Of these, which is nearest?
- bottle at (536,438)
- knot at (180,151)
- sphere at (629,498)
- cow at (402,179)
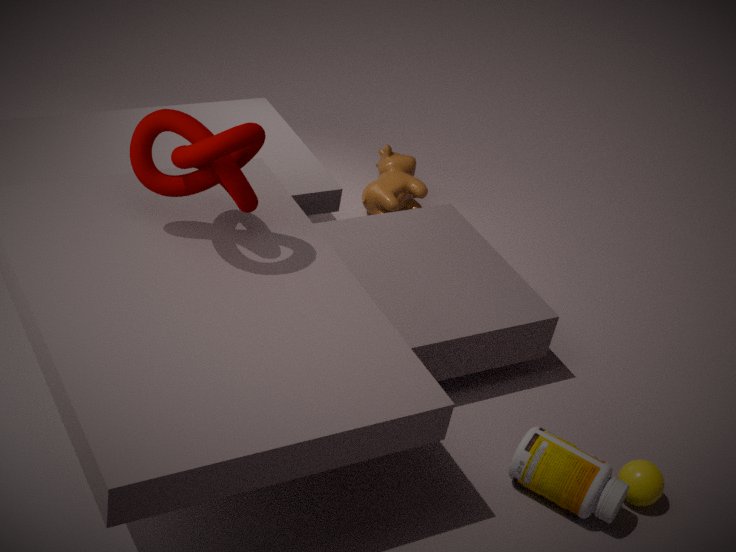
knot at (180,151)
